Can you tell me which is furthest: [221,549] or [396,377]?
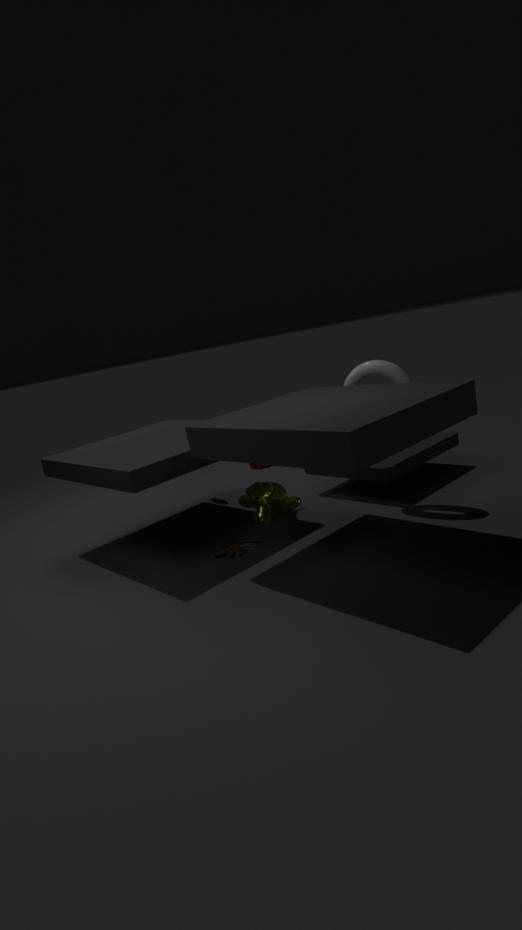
[221,549]
